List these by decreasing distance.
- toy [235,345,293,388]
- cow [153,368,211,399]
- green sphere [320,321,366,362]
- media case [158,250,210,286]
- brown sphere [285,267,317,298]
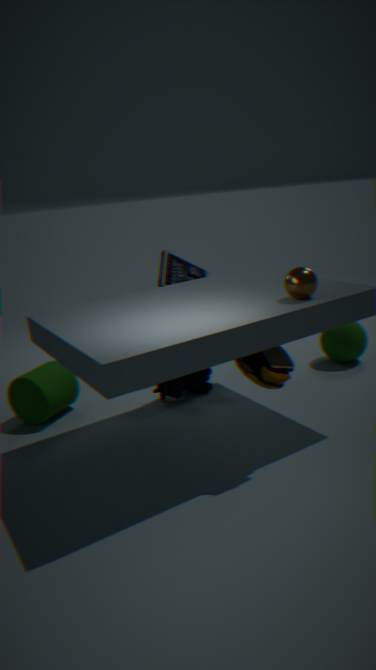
green sphere [320,321,366,362], media case [158,250,210,286], cow [153,368,211,399], brown sphere [285,267,317,298], toy [235,345,293,388]
